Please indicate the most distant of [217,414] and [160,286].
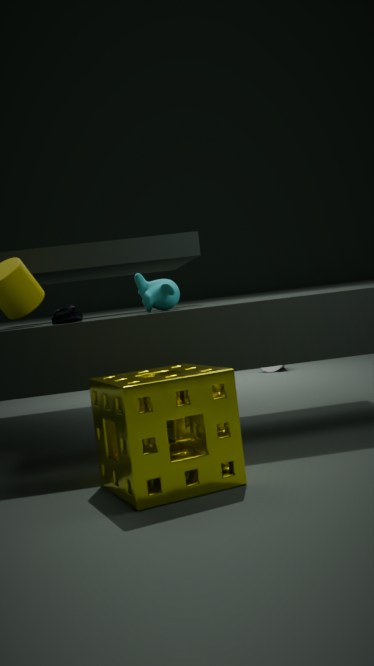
[160,286]
